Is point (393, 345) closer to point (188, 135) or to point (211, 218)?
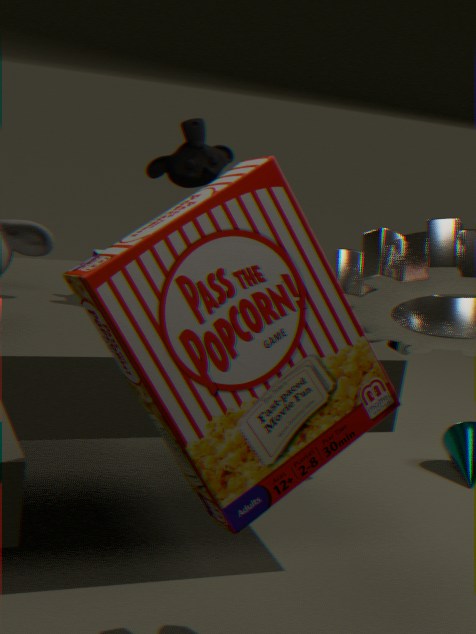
point (188, 135)
